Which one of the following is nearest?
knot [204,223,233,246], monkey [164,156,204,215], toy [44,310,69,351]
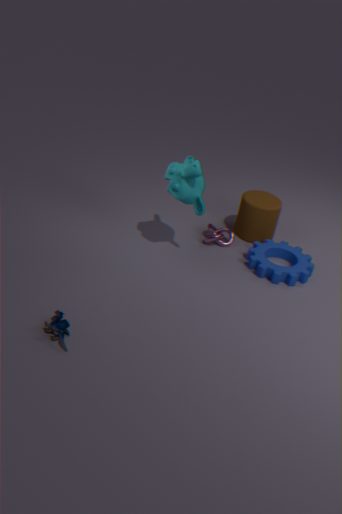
toy [44,310,69,351]
